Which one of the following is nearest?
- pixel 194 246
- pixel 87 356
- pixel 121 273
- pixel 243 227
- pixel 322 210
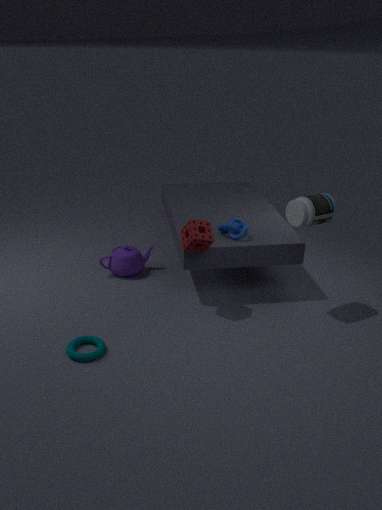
pixel 87 356
